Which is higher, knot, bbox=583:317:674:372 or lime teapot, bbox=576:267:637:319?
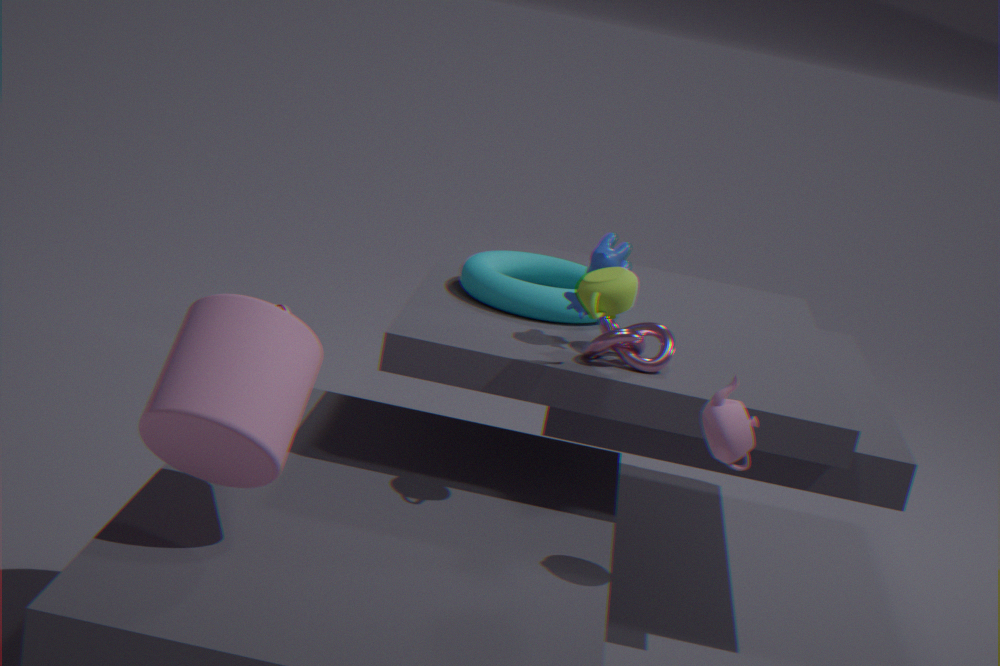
lime teapot, bbox=576:267:637:319
